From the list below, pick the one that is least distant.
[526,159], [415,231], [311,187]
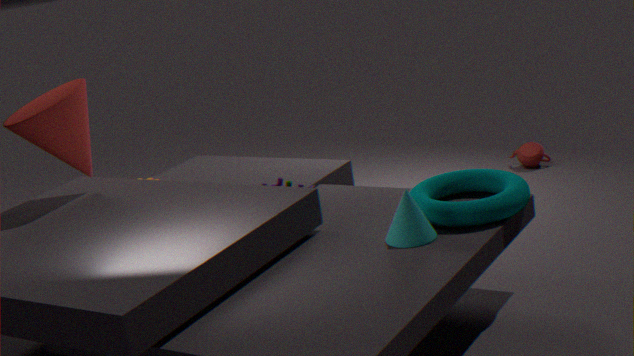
[415,231]
